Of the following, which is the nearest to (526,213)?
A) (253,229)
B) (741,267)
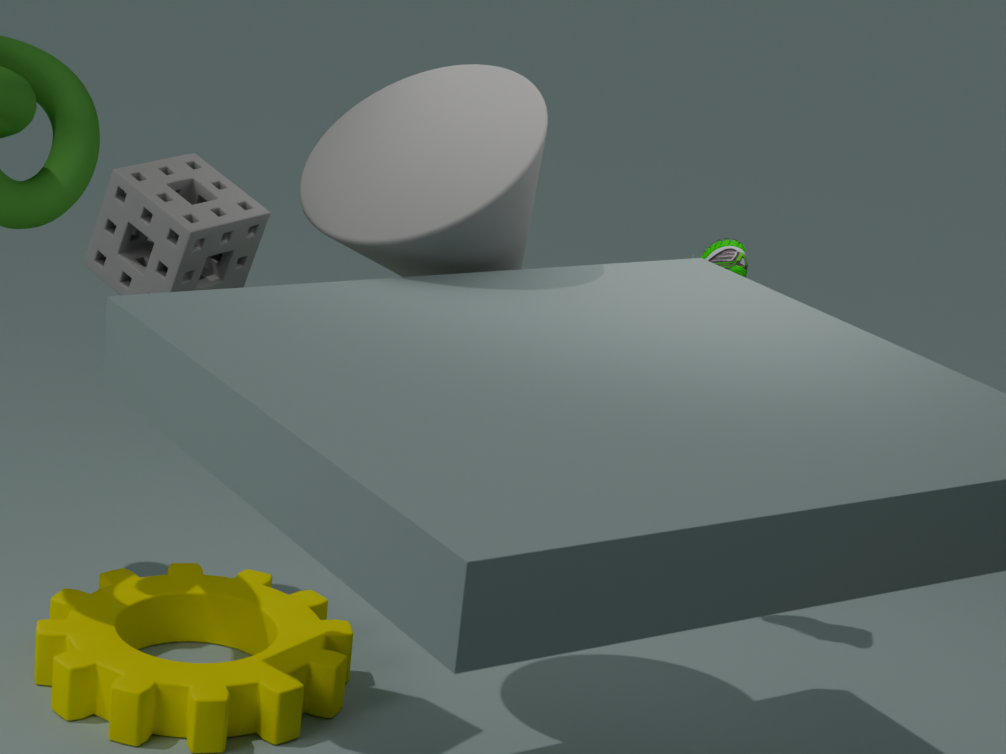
(253,229)
